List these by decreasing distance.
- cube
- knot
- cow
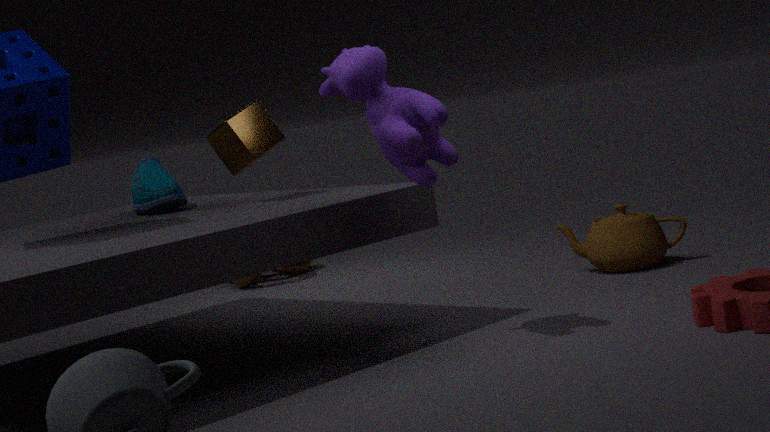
knot, cube, cow
